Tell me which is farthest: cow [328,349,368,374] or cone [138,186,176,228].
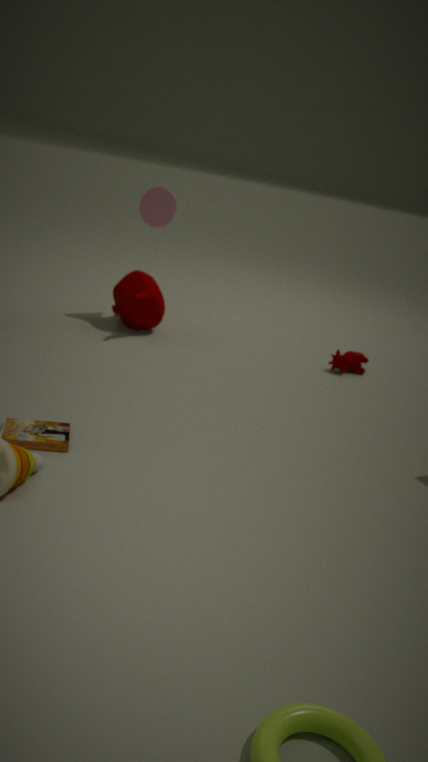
cow [328,349,368,374]
